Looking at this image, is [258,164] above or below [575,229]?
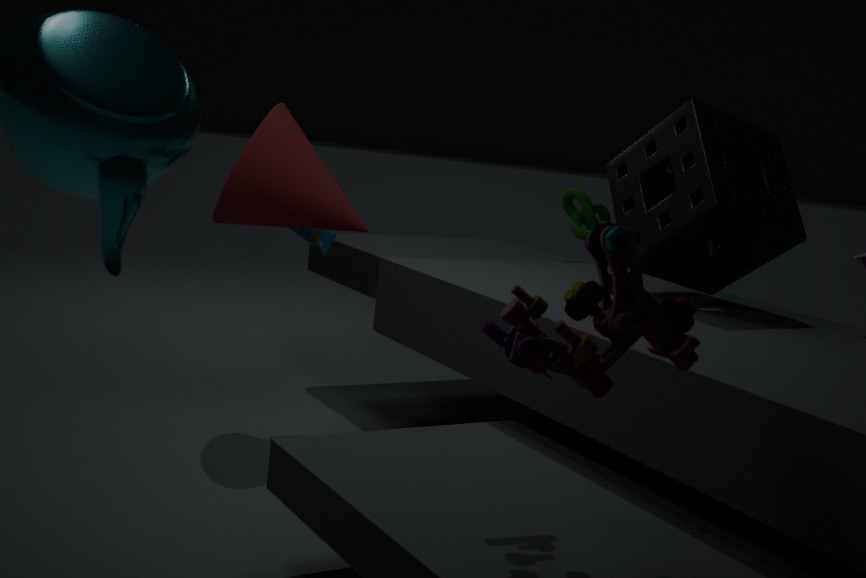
above
